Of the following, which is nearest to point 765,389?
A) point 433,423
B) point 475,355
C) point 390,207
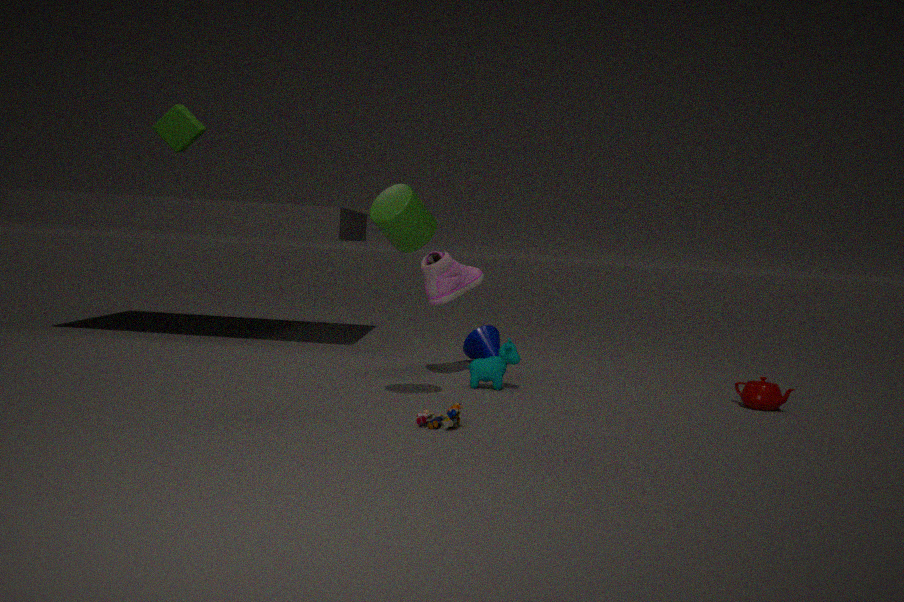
point 475,355
